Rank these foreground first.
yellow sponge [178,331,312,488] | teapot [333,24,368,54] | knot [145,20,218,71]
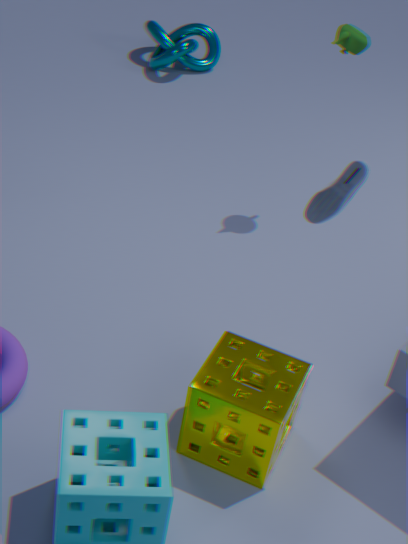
yellow sponge [178,331,312,488], teapot [333,24,368,54], knot [145,20,218,71]
